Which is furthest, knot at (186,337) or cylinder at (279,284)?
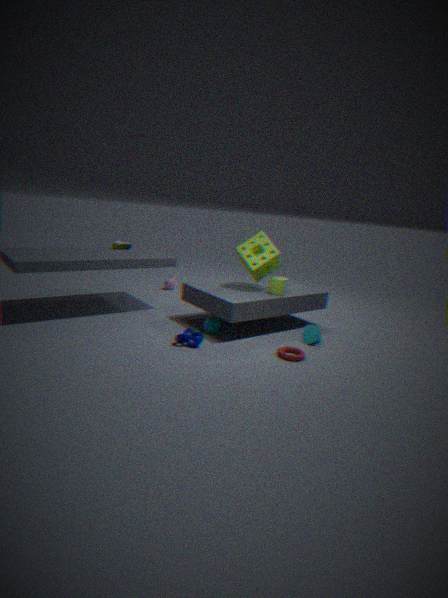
cylinder at (279,284)
